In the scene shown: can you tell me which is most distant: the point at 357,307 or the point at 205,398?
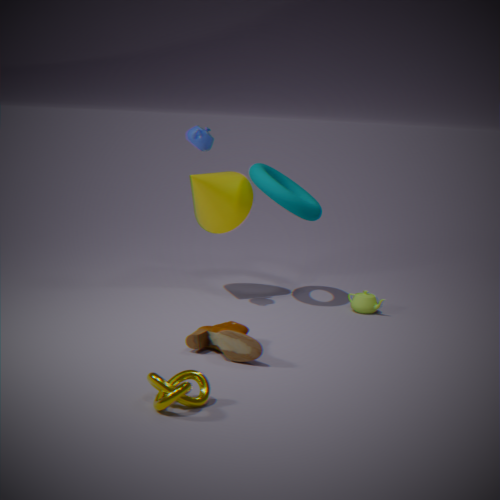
the point at 357,307
